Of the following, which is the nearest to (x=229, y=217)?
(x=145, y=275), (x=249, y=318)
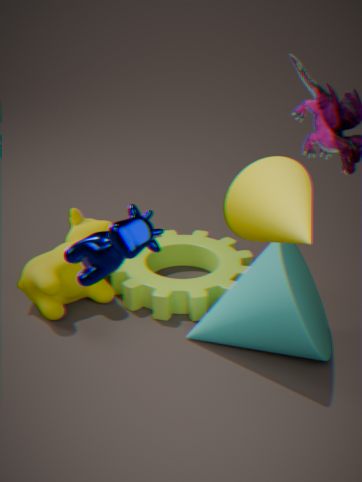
(x=249, y=318)
